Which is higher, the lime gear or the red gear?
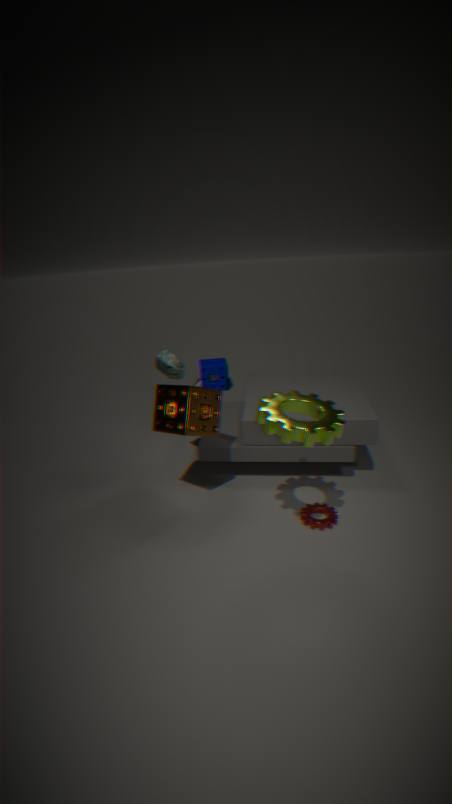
the lime gear
